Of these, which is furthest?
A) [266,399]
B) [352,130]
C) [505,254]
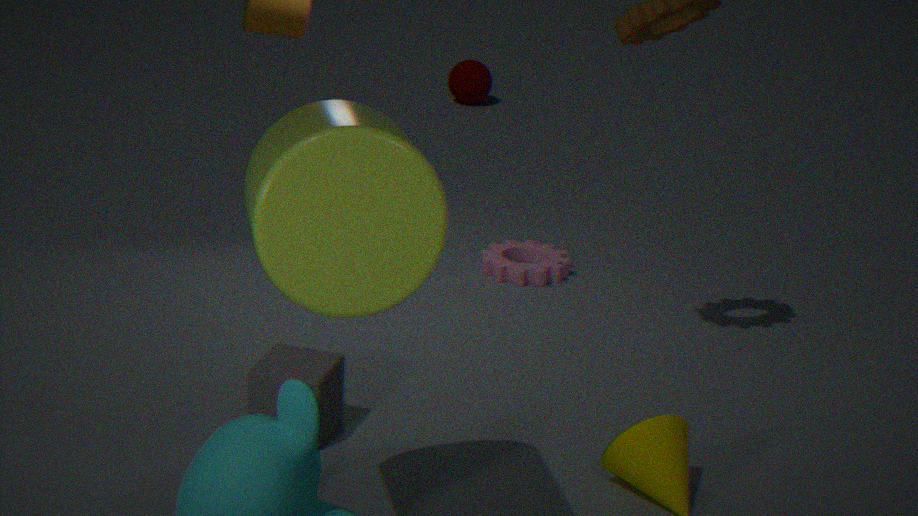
[505,254]
